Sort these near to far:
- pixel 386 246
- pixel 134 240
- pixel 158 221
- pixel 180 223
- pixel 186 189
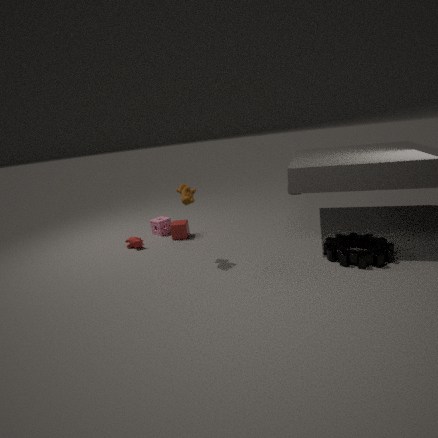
pixel 386 246 → pixel 186 189 → pixel 134 240 → pixel 180 223 → pixel 158 221
